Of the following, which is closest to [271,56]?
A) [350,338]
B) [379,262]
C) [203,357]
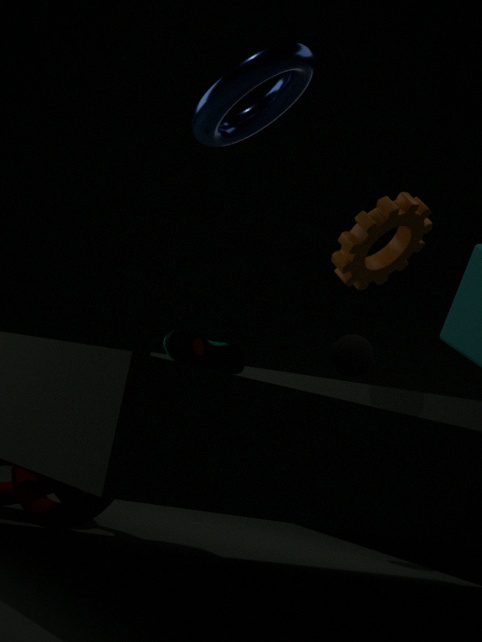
[203,357]
